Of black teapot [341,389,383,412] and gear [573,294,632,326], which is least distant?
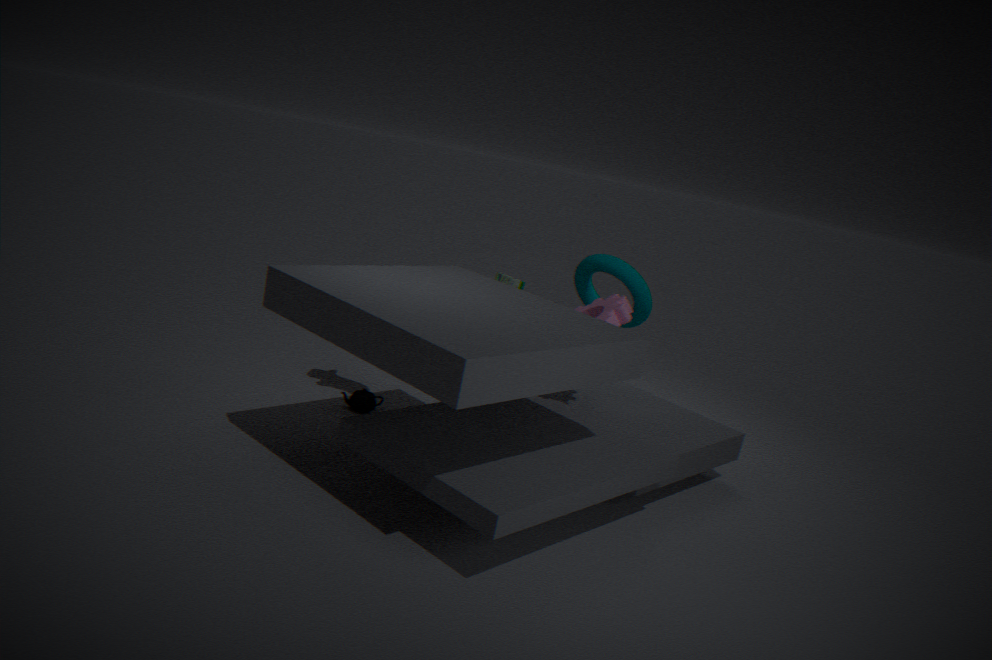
gear [573,294,632,326]
